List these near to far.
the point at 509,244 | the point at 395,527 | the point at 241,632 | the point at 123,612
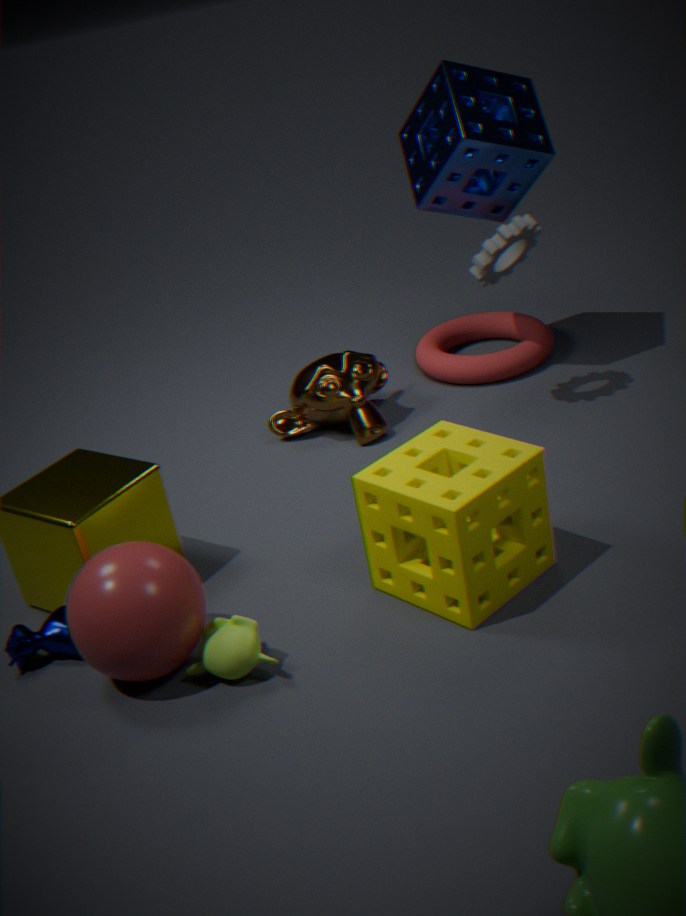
1. the point at 123,612
2. the point at 241,632
3. the point at 395,527
4. the point at 509,244
